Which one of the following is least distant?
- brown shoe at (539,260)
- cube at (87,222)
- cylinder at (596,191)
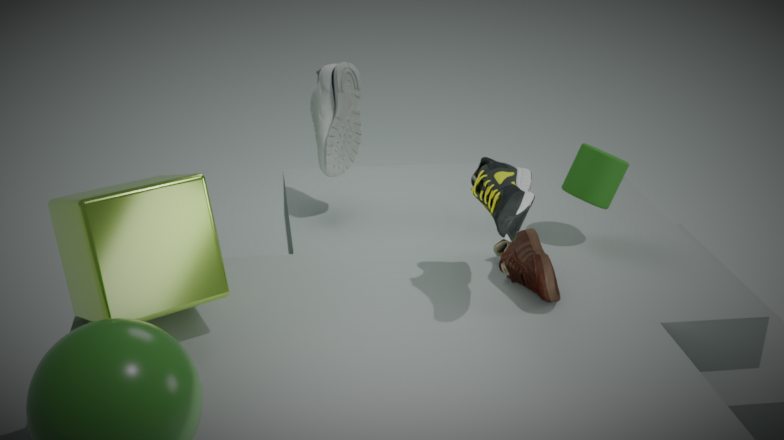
cube at (87,222)
